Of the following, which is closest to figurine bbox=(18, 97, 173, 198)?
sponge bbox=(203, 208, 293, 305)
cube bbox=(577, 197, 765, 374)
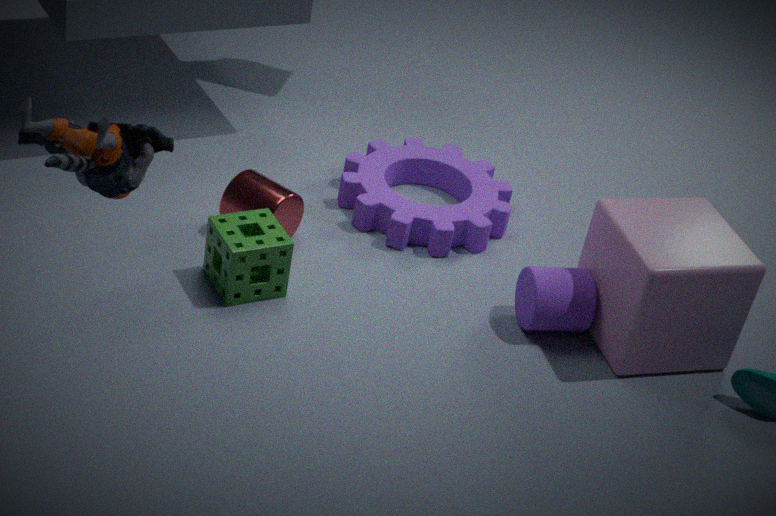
sponge bbox=(203, 208, 293, 305)
